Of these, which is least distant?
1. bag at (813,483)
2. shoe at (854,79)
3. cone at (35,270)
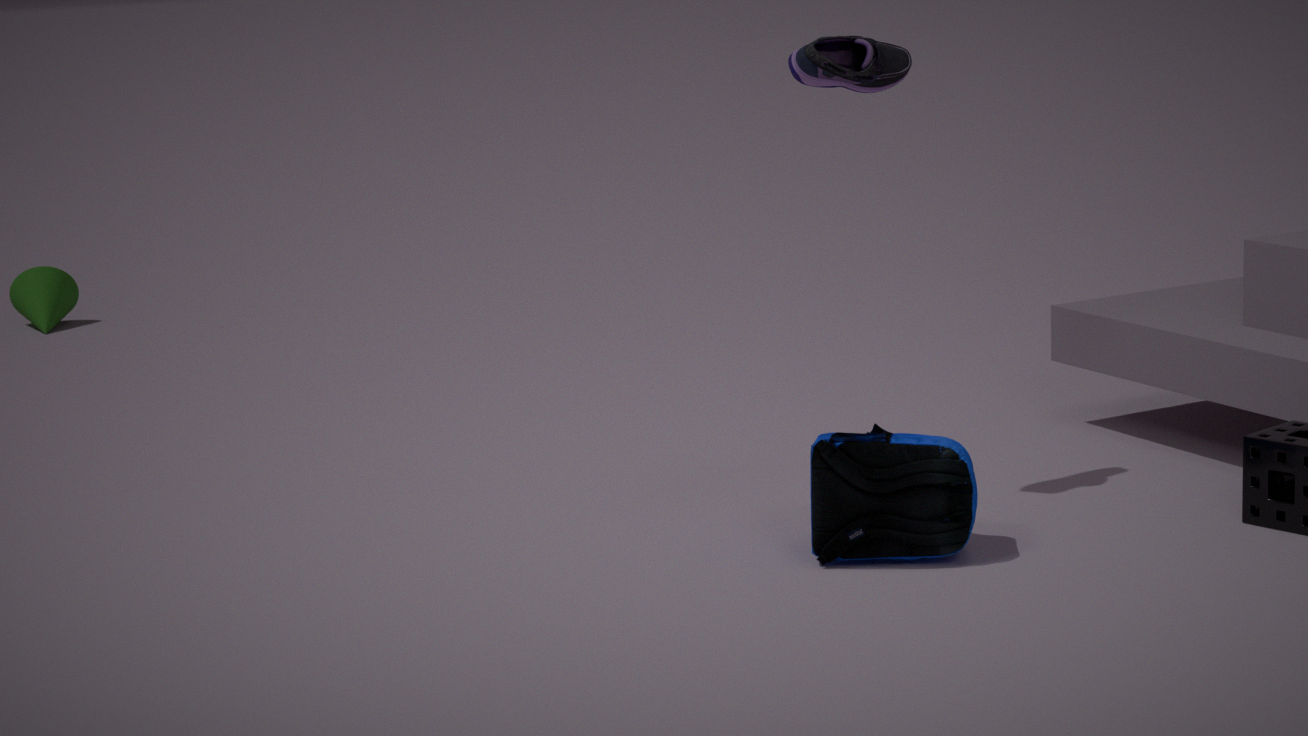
bag at (813,483)
